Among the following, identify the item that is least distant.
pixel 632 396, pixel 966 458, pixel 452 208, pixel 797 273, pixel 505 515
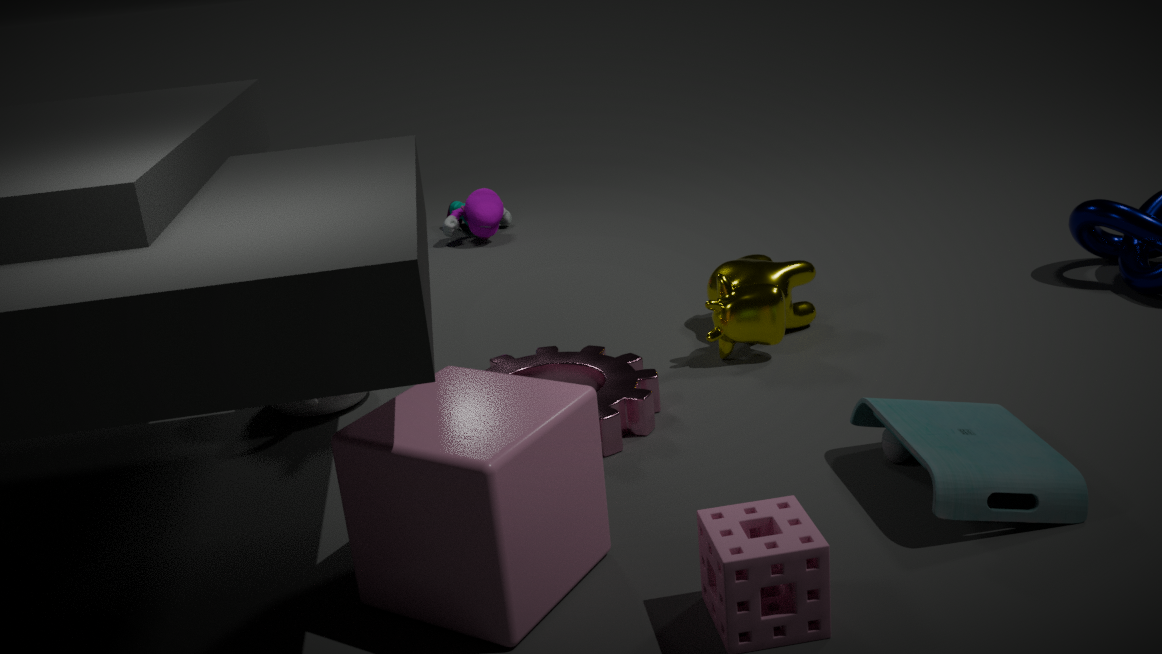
pixel 505 515
